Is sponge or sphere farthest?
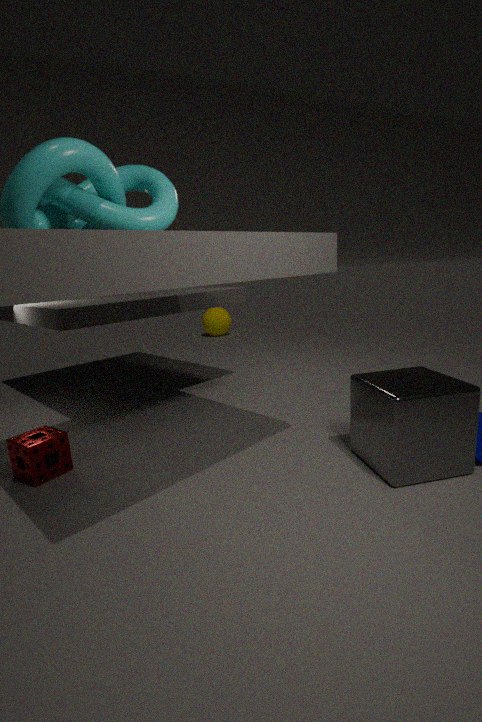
sphere
